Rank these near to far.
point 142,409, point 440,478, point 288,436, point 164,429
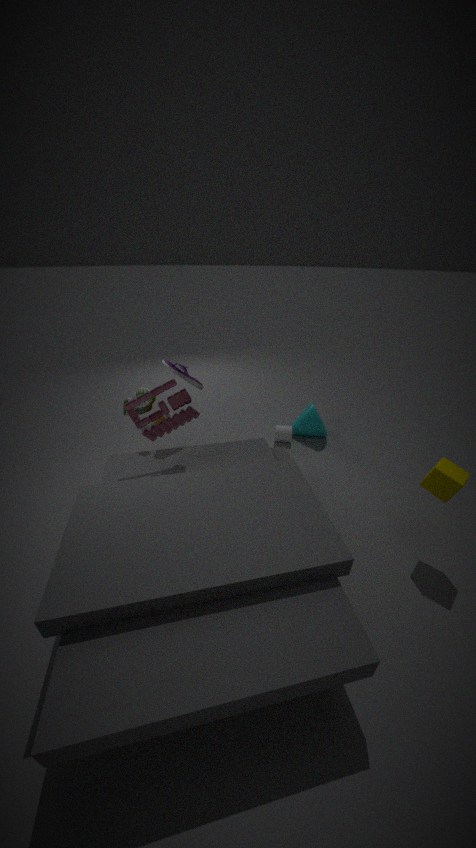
point 440,478 < point 164,429 < point 142,409 < point 288,436
